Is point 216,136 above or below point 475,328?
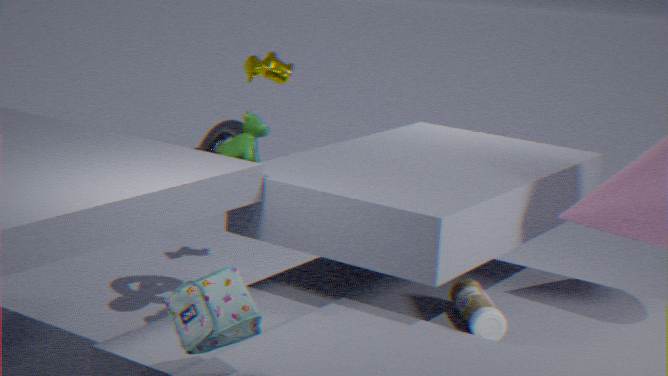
above
